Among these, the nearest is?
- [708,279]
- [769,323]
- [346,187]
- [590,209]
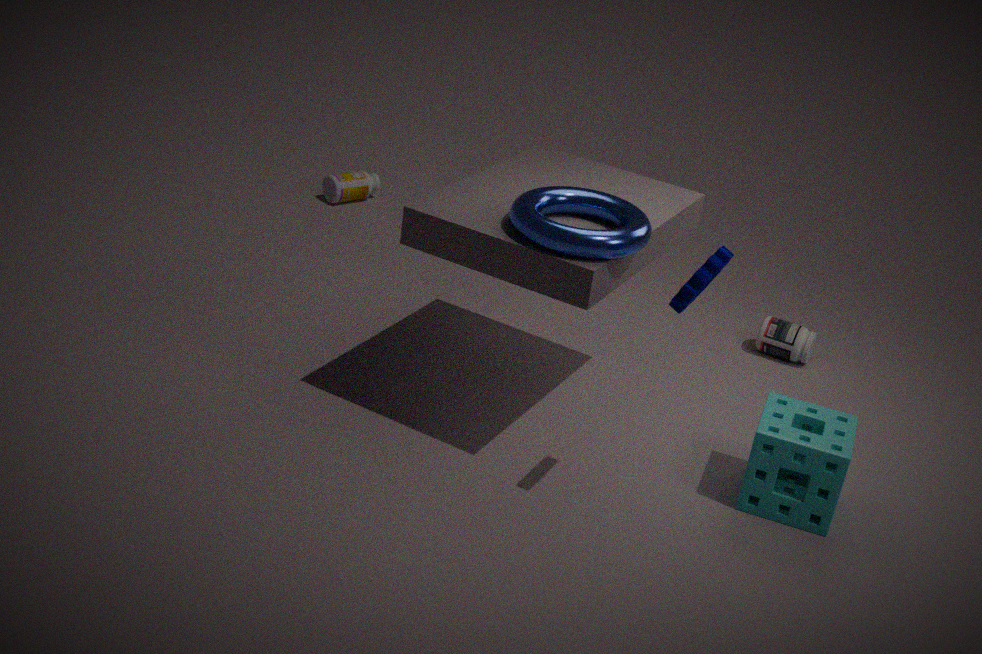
[708,279]
